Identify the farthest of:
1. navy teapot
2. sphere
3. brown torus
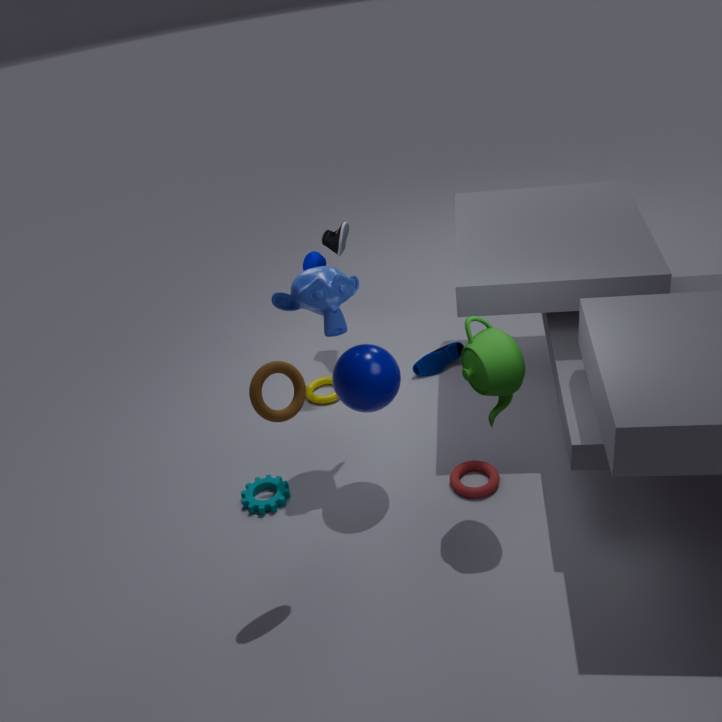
navy teapot
